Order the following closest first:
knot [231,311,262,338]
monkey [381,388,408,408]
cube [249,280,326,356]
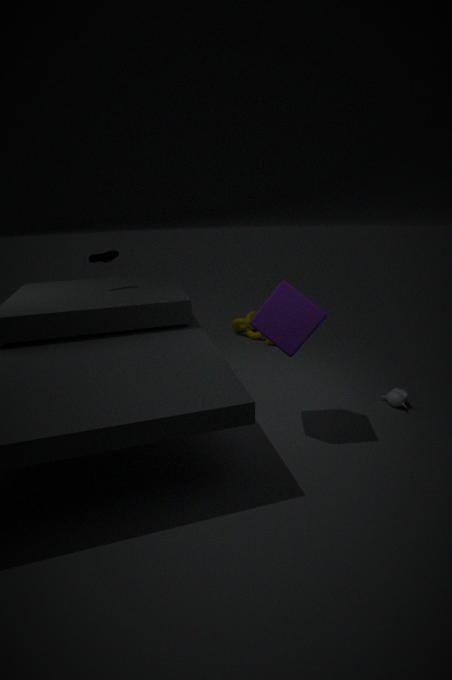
1. cube [249,280,326,356]
2. monkey [381,388,408,408]
3. knot [231,311,262,338]
